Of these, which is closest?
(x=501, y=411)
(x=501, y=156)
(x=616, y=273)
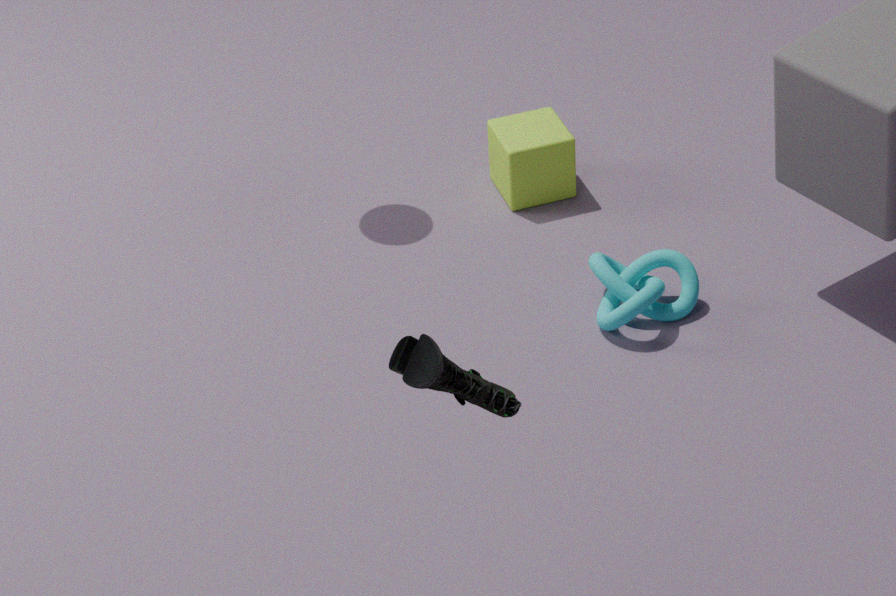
(x=501, y=411)
